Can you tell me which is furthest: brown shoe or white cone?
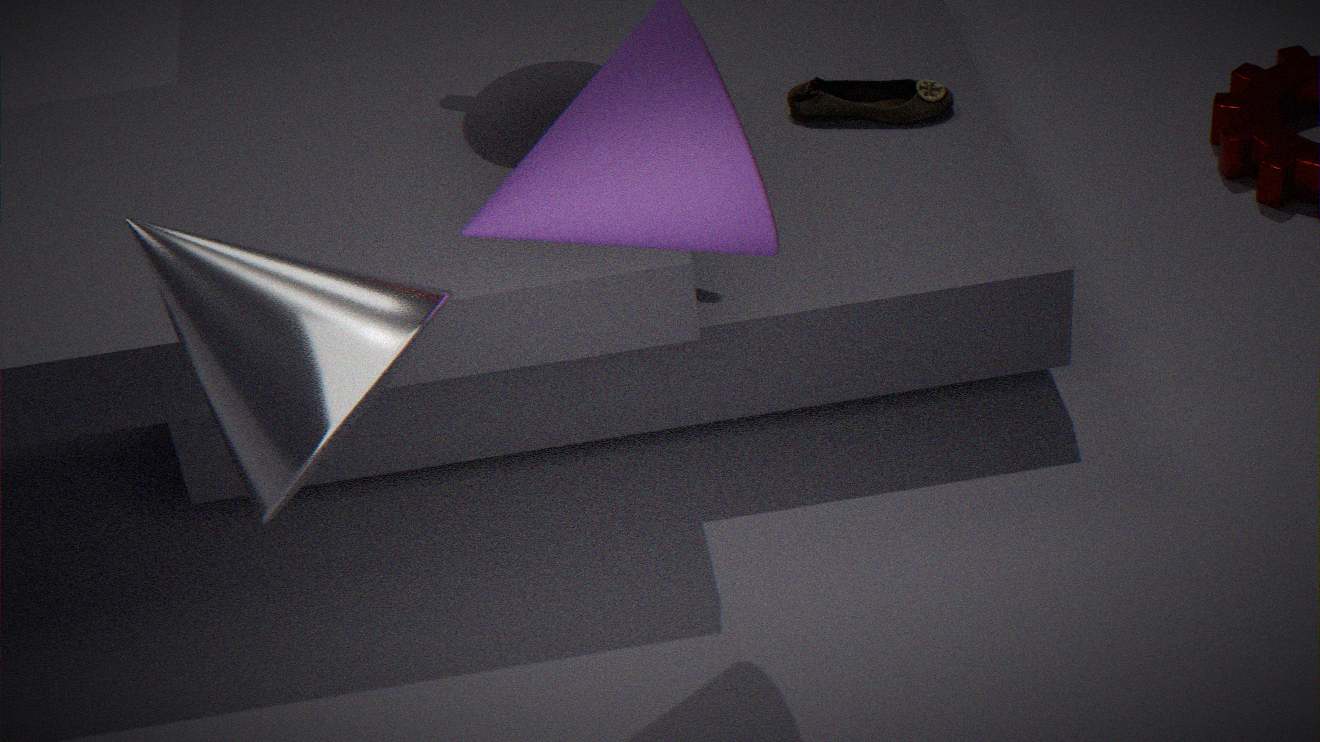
brown shoe
